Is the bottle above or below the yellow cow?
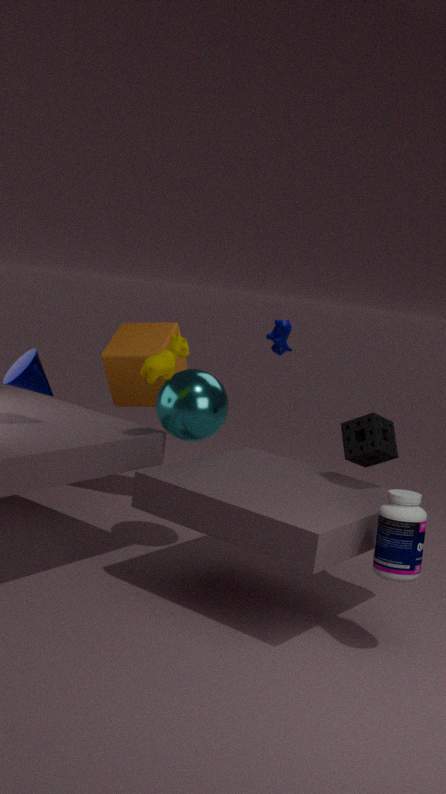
below
